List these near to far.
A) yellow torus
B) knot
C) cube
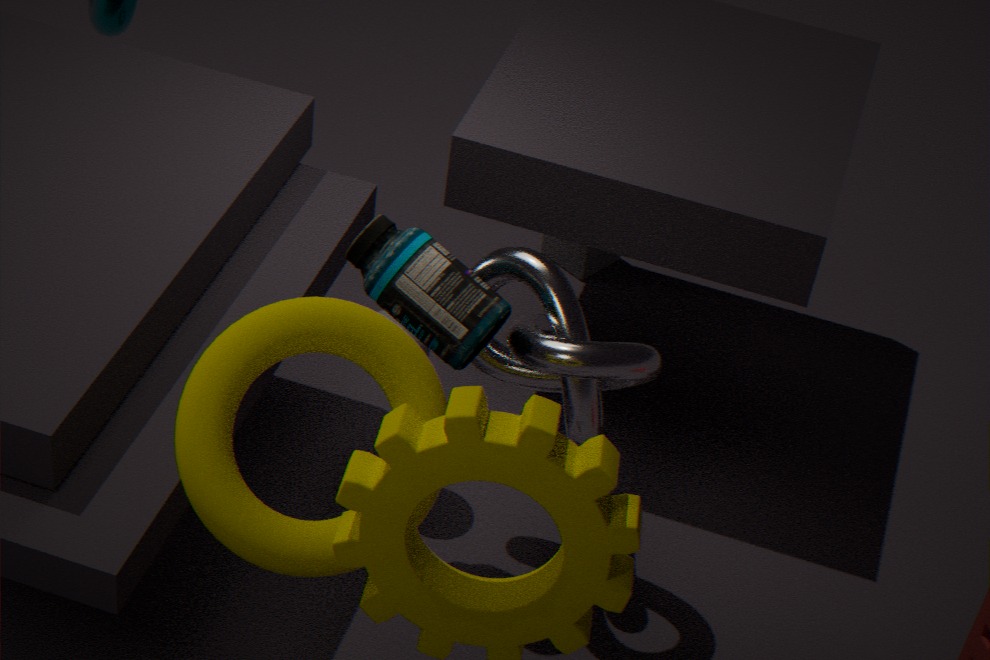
1. yellow torus
2. knot
3. cube
